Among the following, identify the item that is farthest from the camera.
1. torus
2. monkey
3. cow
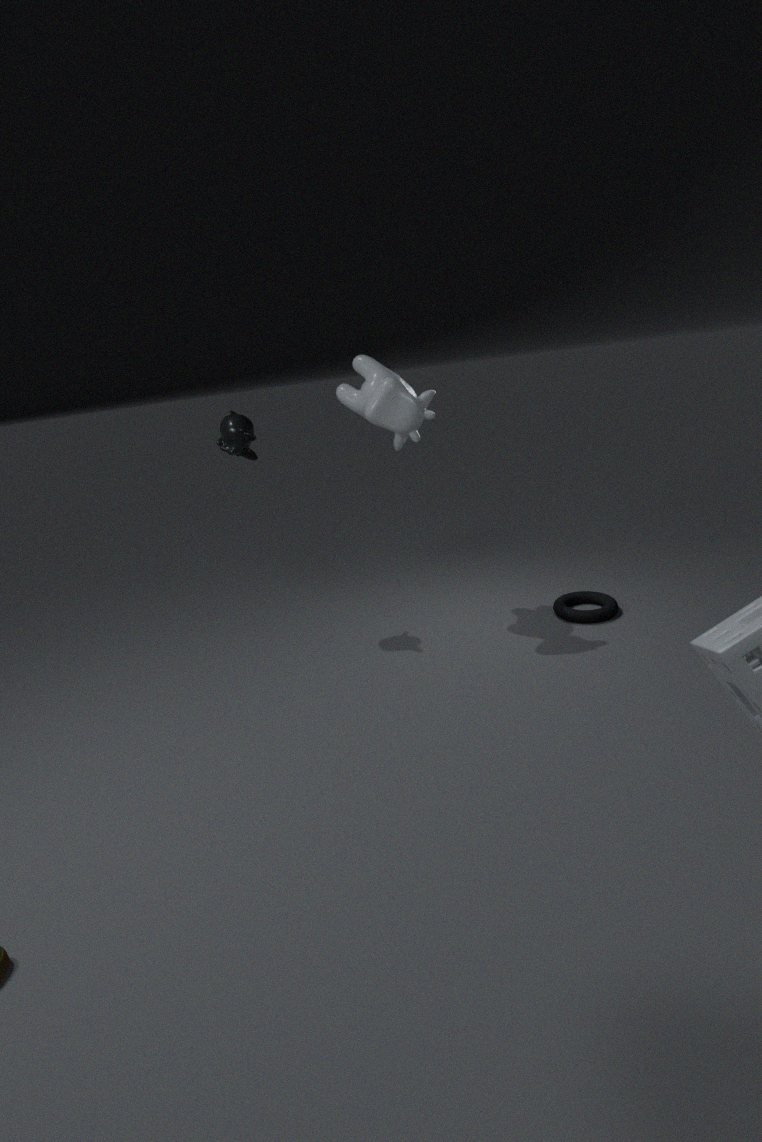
torus
